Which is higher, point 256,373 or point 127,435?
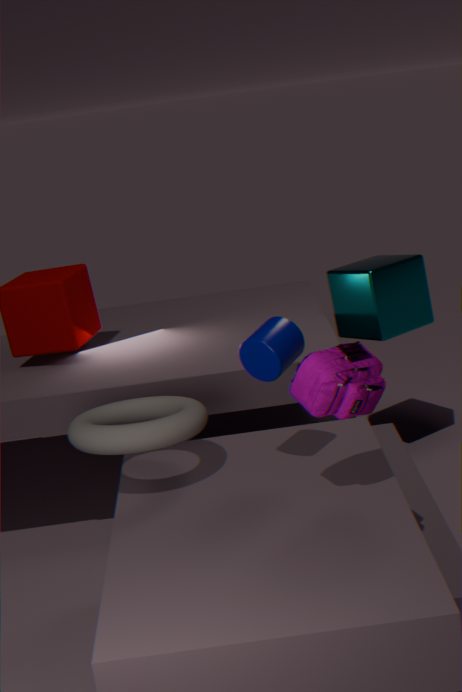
point 256,373
